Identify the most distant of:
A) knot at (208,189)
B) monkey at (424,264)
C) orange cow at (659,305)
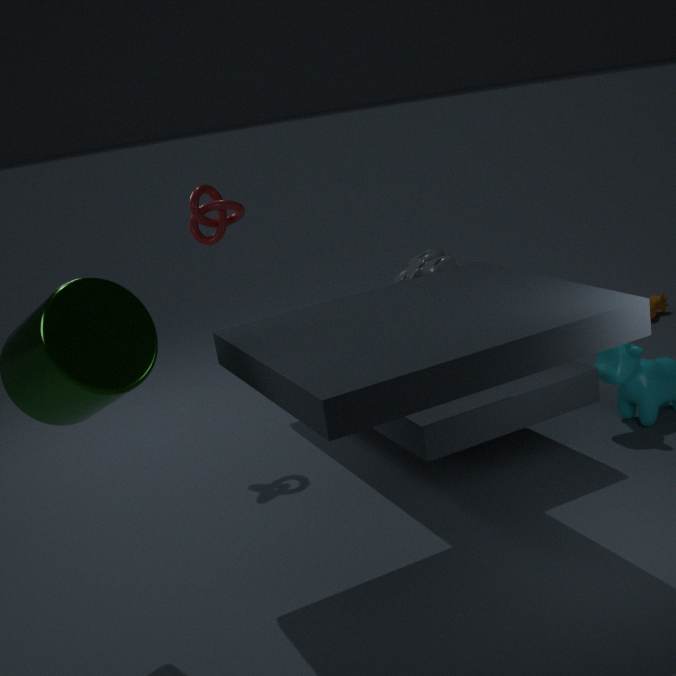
orange cow at (659,305)
